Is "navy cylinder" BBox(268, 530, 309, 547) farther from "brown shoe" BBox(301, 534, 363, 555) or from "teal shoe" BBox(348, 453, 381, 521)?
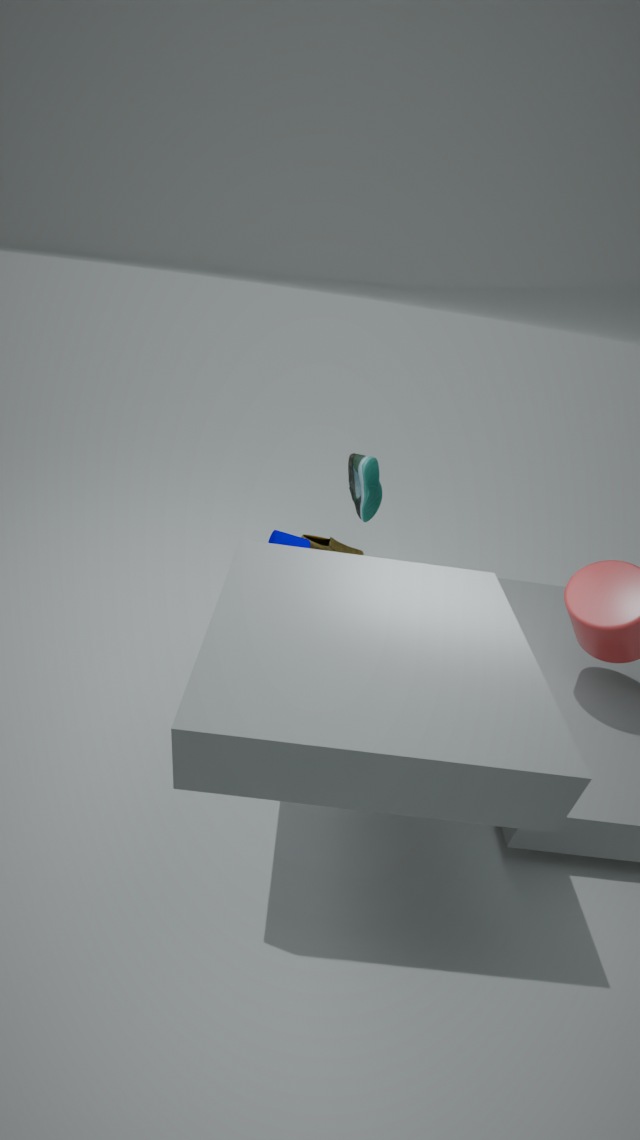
"brown shoe" BBox(301, 534, 363, 555)
